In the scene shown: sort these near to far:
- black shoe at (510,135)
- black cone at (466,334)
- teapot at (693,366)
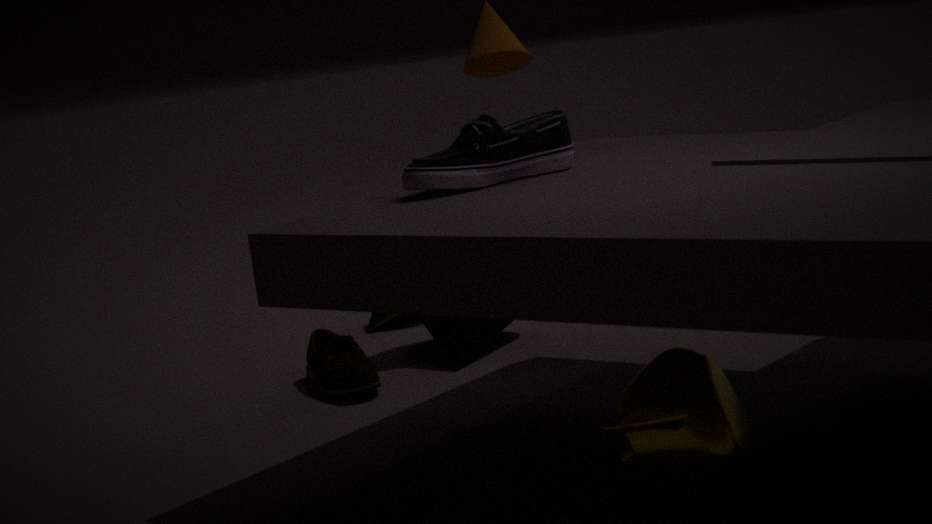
teapot at (693,366), black shoe at (510,135), black cone at (466,334)
